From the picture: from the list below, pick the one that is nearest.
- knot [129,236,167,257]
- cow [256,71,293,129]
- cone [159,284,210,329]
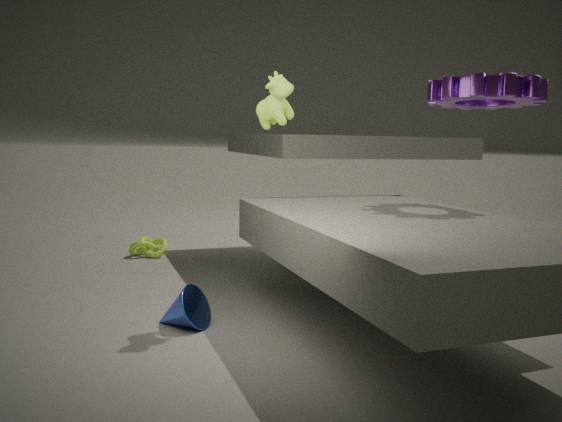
cow [256,71,293,129]
